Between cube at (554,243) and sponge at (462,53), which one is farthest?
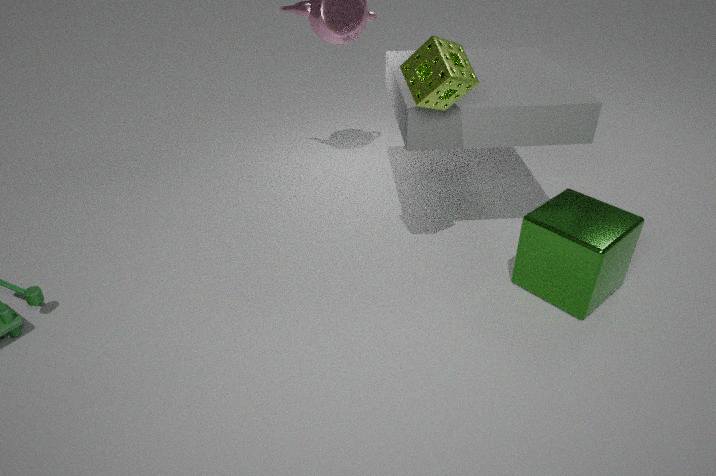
cube at (554,243)
